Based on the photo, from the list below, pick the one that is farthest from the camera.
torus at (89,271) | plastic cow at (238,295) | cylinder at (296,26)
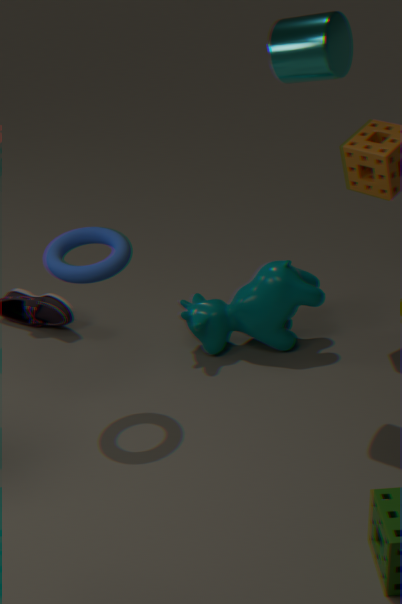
plastic cow at (238,295)
